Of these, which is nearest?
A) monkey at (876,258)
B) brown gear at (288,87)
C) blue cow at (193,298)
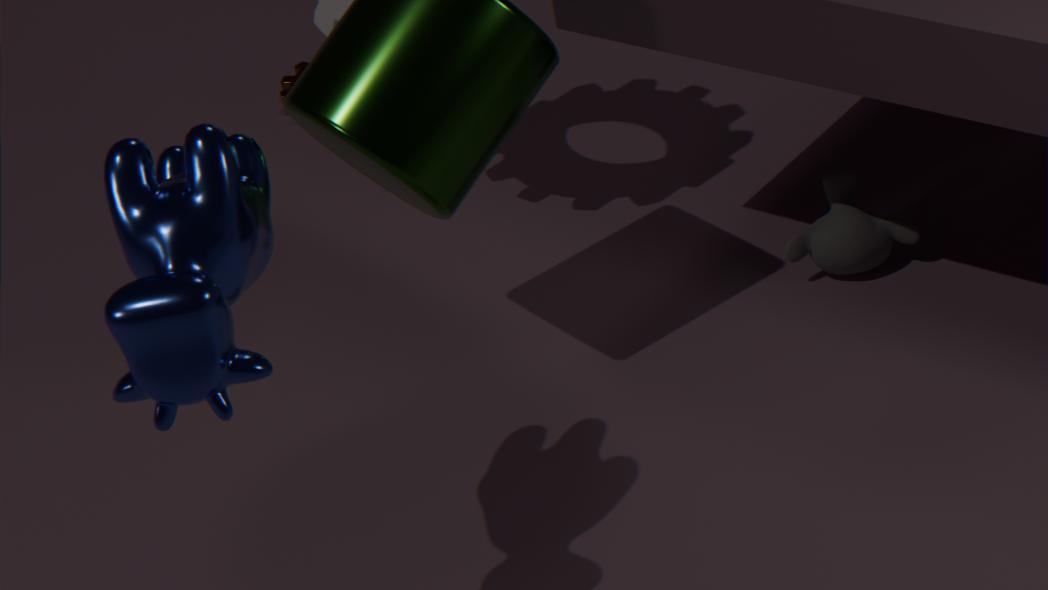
blue cow at (193,298)
